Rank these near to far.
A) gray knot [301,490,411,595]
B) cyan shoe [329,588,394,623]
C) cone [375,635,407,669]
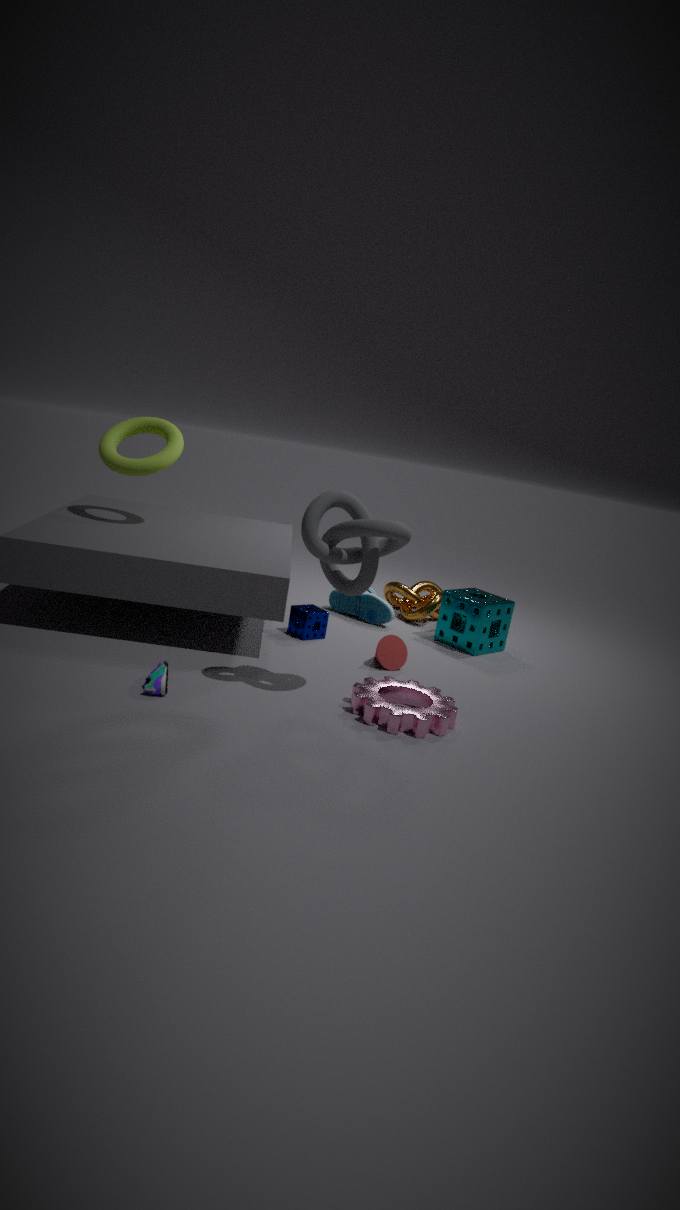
gray knot [301,490,411,595] < cone [375,635,407,669] < cyan shoe [329,588,394,623]
